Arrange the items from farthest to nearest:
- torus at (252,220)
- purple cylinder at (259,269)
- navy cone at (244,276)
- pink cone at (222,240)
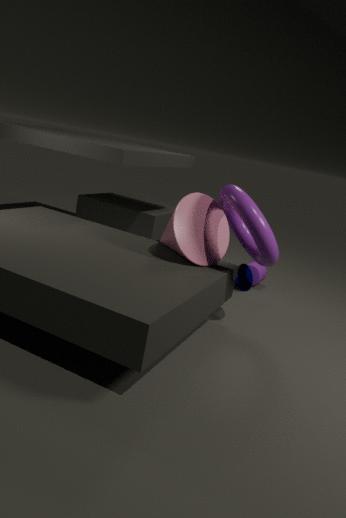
purple cylinder at (259,269) → navy cone at (244,276) → pink cone at (222,240) → torus at (252,220)
